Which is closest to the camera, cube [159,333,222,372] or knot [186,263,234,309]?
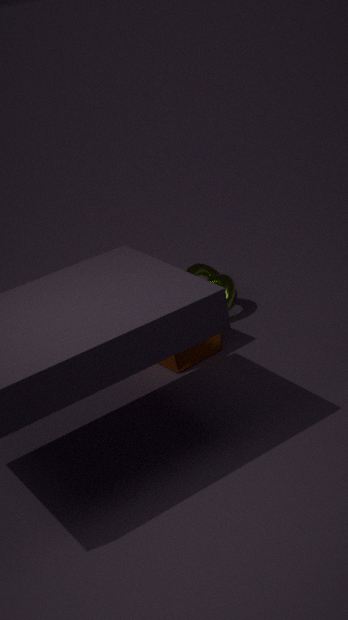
cube [159,333,222,372]
